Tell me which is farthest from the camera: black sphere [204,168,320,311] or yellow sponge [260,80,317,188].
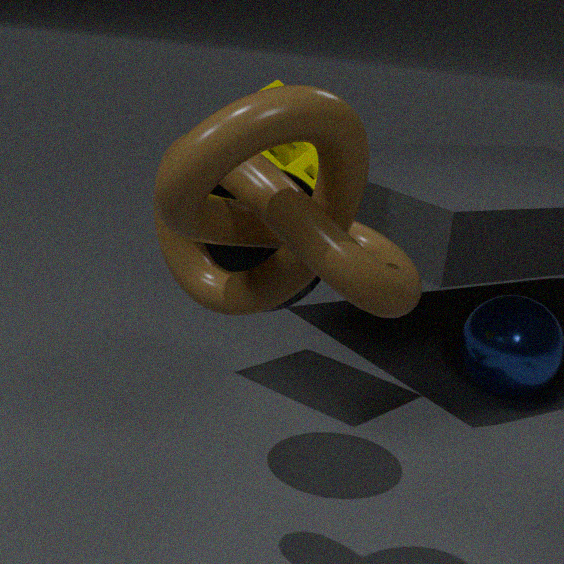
yellow sponge [260,80,317,188]
